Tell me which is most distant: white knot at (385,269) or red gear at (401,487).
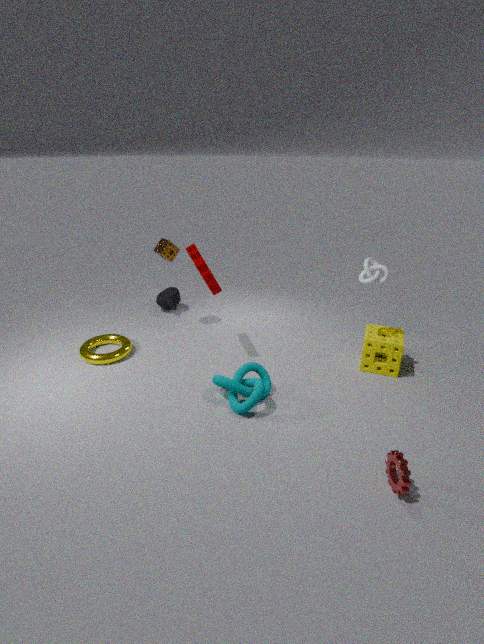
white knot at (385,269)
